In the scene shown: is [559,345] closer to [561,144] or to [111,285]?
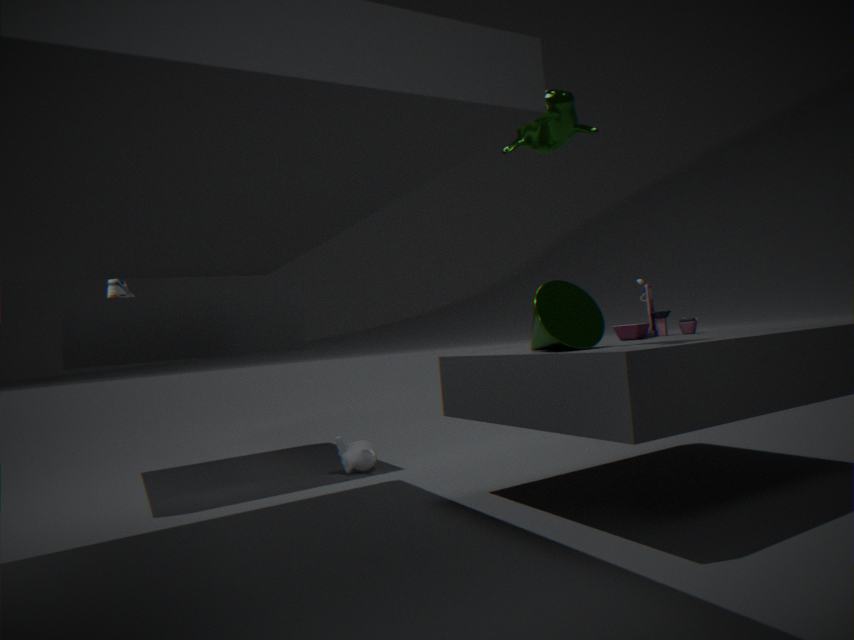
[561,144]
